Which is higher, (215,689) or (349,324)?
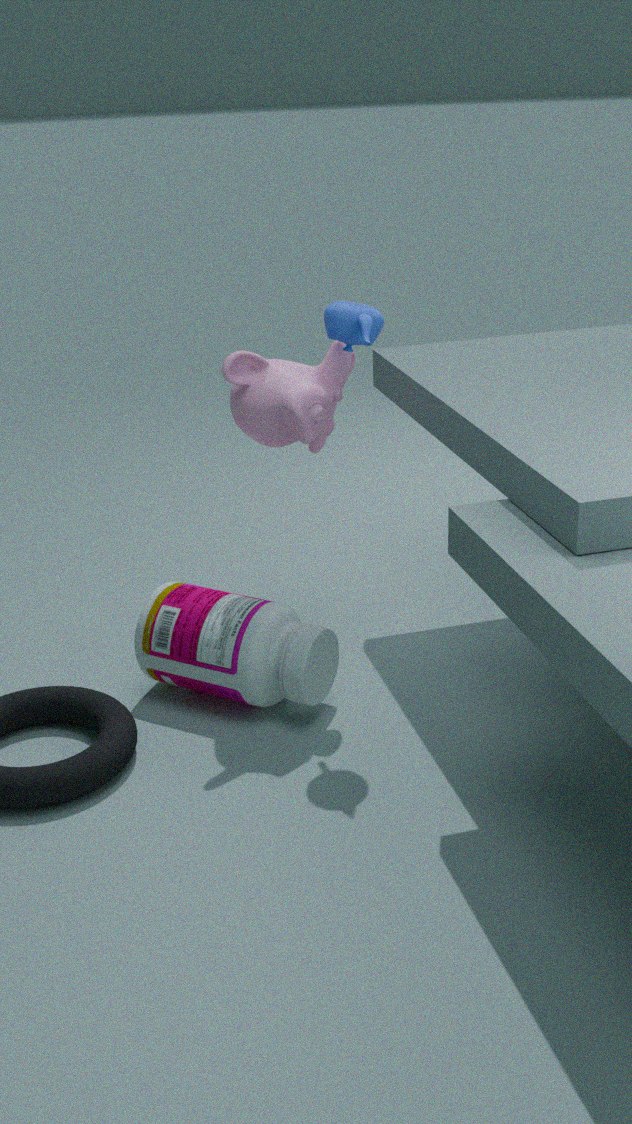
(349,324)
